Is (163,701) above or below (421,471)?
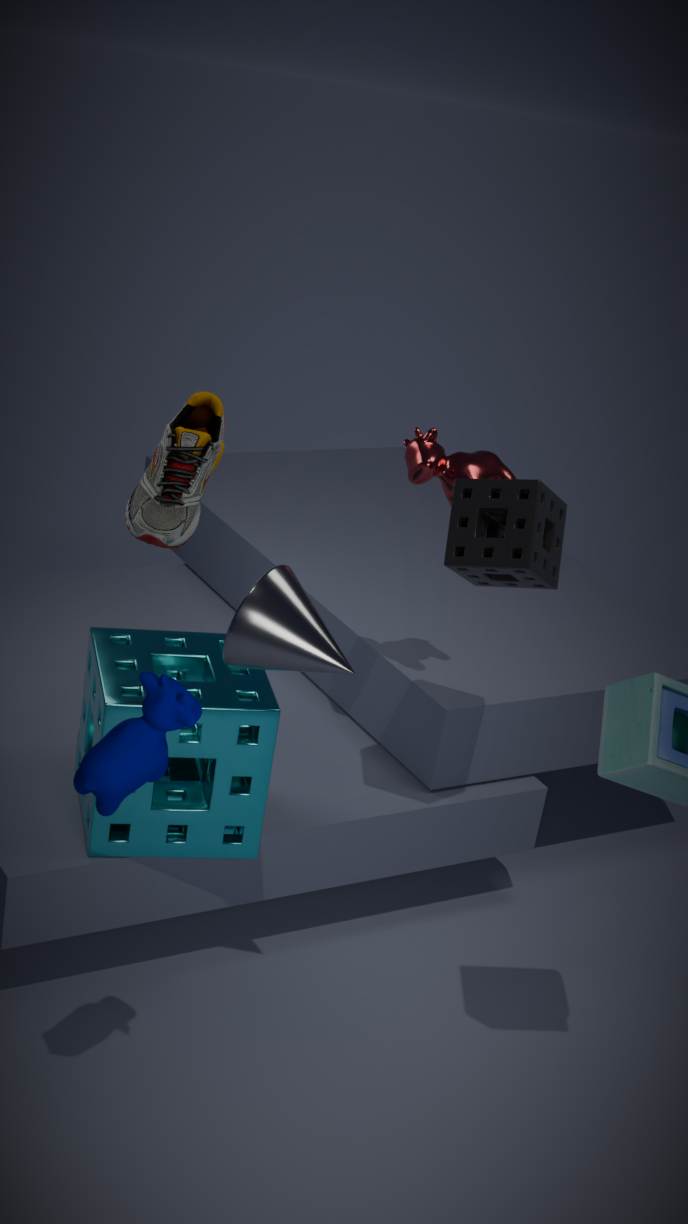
below
